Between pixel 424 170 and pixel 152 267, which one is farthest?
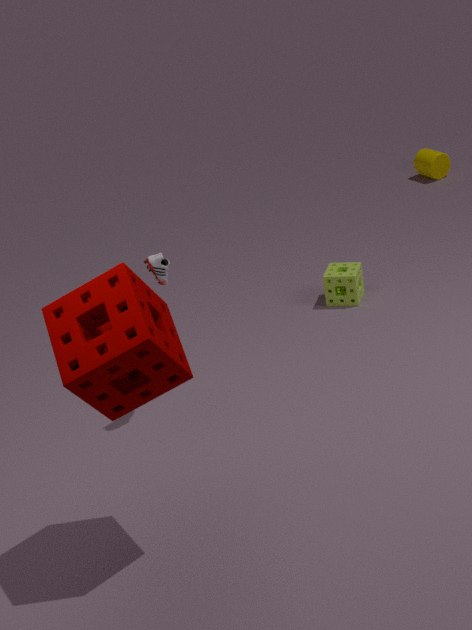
pixel 424 170
